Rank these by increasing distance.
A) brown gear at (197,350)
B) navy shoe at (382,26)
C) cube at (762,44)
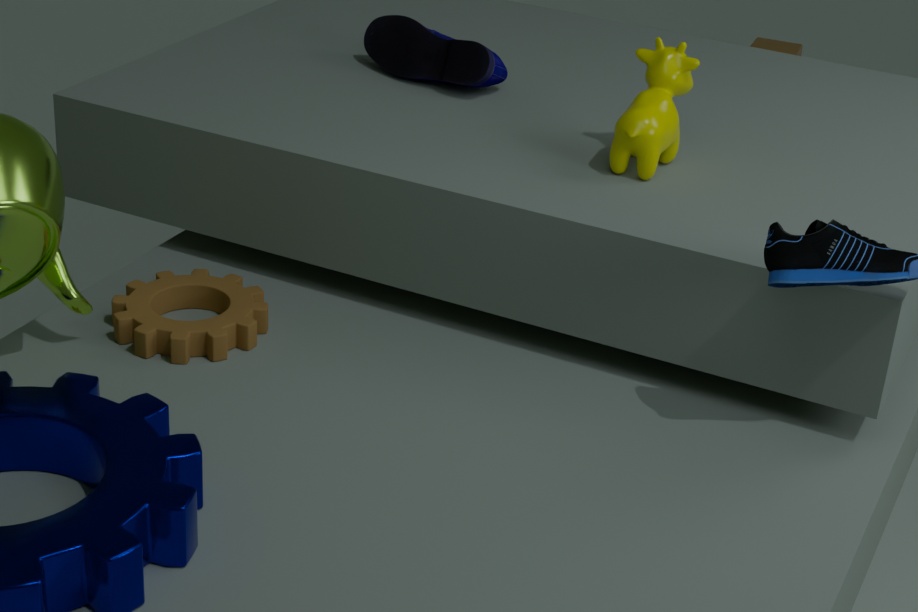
brown gear at (197,350), navy shoe at (382,26), cube at (762,44)
